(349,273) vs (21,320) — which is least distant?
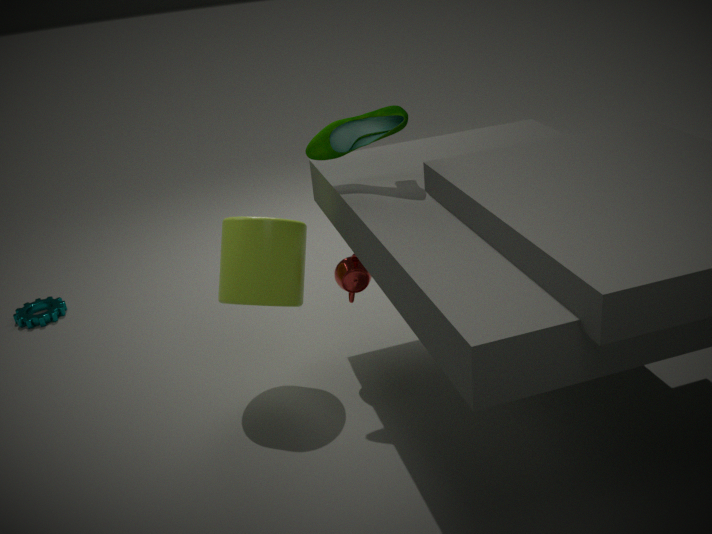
(349,273)
